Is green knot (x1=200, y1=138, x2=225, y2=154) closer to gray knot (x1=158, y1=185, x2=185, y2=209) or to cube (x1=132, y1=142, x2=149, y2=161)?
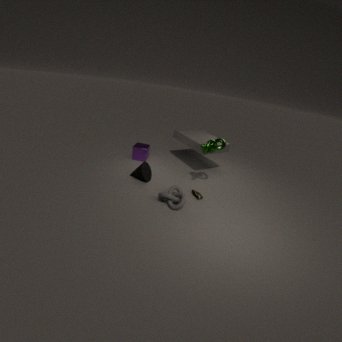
gray knot (x1=158, y1=185, x2=185, y2=209)
